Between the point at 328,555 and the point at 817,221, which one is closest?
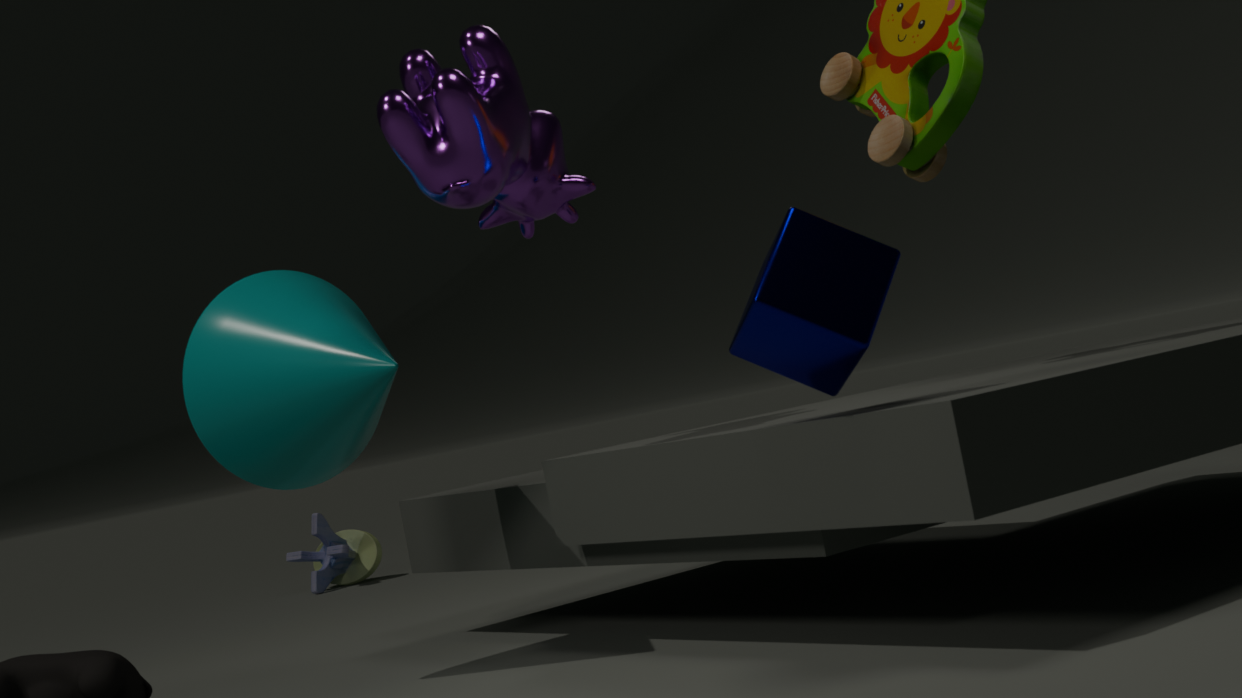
the point at 817,221
